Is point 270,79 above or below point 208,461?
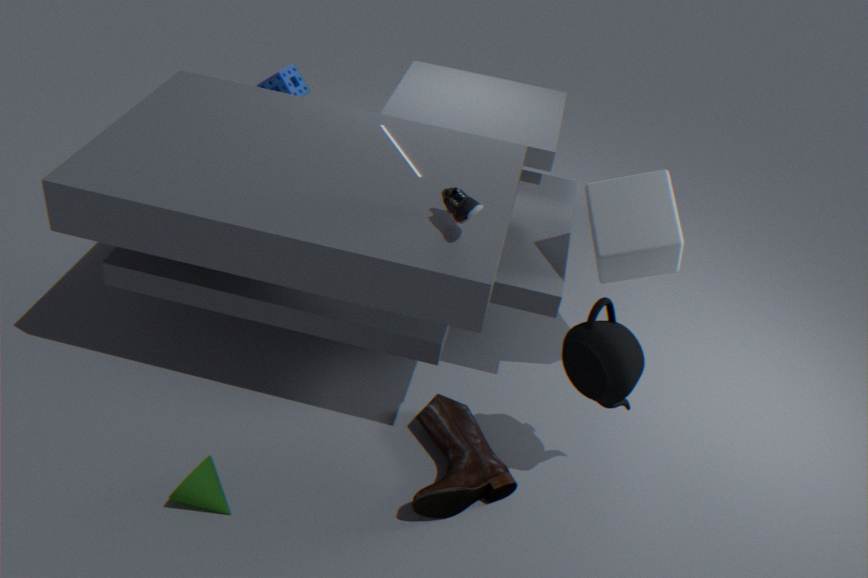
above
